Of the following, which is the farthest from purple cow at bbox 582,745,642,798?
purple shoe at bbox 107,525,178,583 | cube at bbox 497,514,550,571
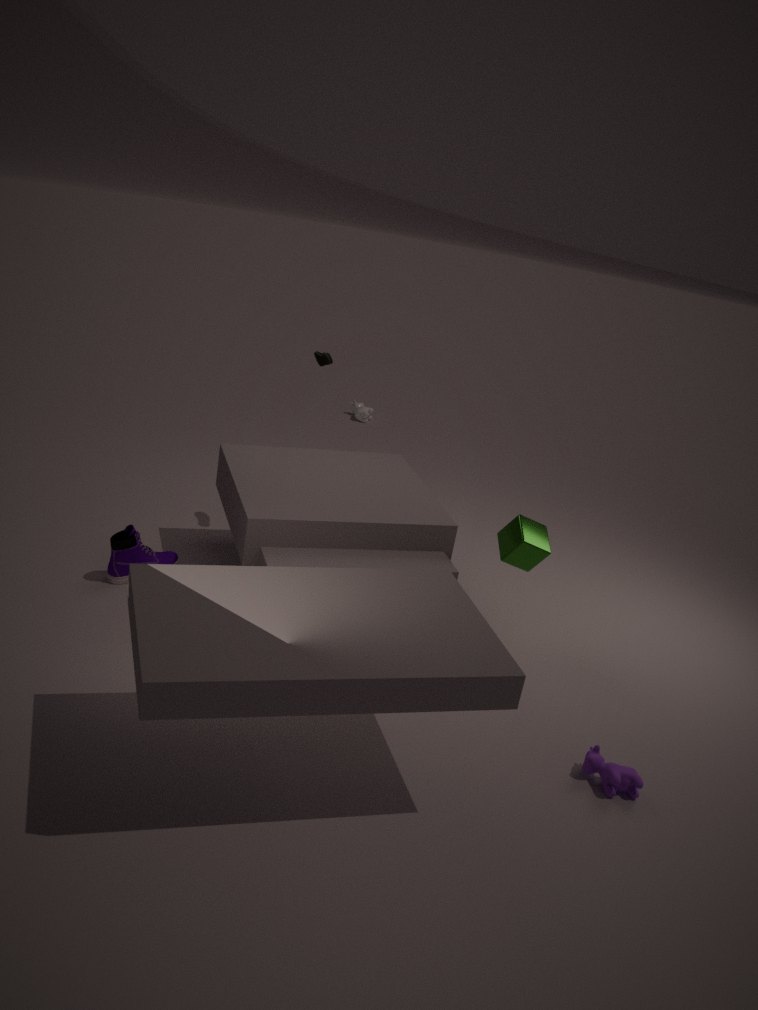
purple shoe at bbox 107,525,178,583
